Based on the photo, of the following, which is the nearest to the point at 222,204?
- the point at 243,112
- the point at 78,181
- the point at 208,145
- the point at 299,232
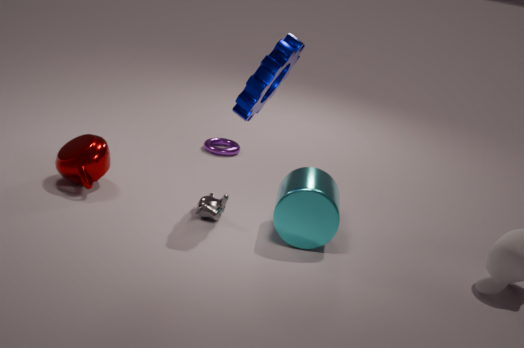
the point at 299,232
